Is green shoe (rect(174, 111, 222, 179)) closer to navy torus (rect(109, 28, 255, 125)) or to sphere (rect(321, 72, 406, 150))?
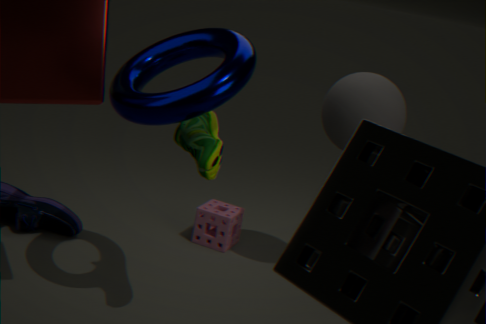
navy torus (rect(109, 28, 255, 125))
